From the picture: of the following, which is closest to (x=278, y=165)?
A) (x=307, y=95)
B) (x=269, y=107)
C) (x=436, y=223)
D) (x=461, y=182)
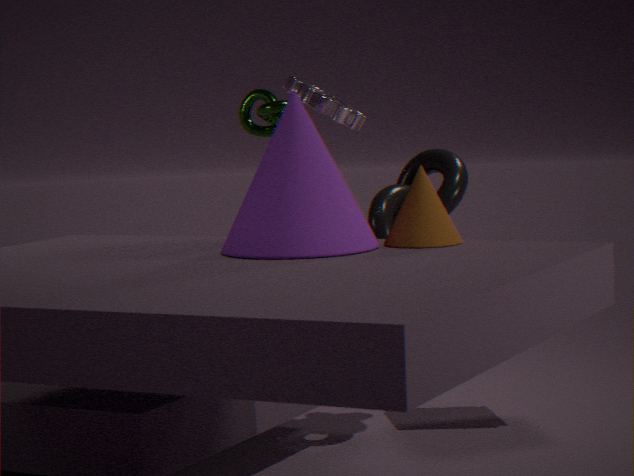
(x=436, y=223)
